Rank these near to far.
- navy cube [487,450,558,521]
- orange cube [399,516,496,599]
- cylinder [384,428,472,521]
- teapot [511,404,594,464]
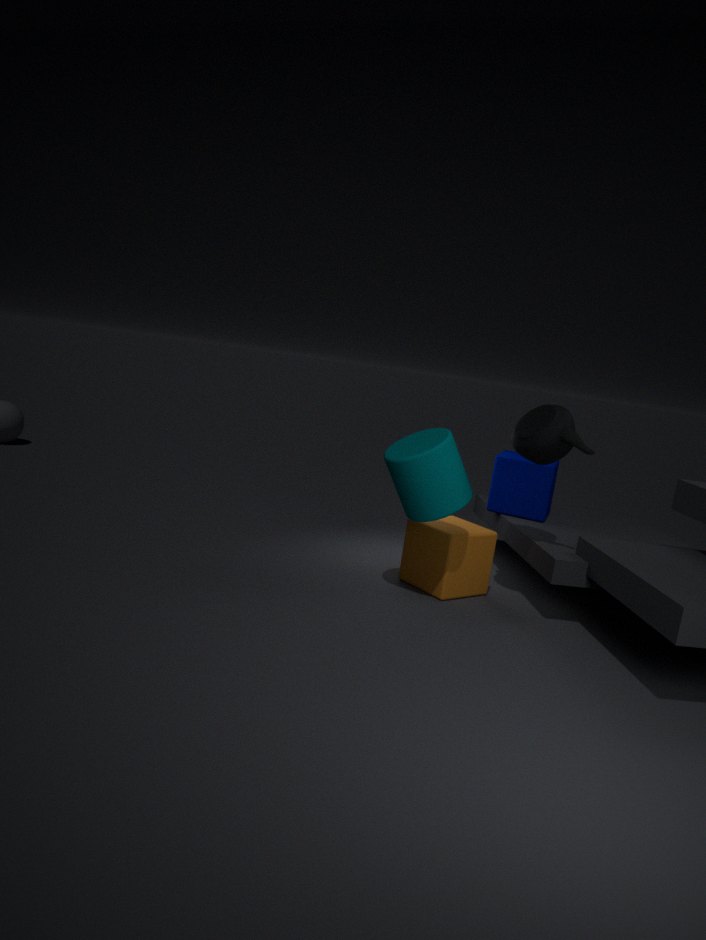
1. cylinder [384,428,472,521]
2. teapot [511,404,594,464]
3. orange cube [399,516,496,599]
4. navy cube [487,450,558,521]
